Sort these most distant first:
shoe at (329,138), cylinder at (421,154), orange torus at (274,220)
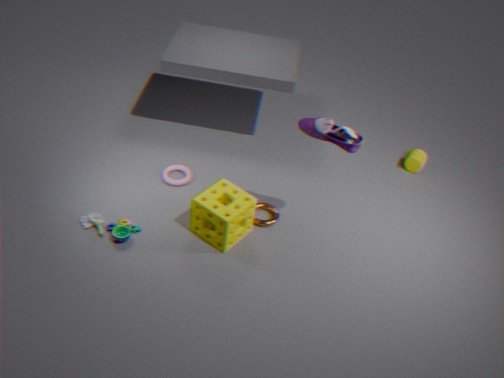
cylinder at (421,154)
orange torus at (274,220)
shoe at (329,138)
